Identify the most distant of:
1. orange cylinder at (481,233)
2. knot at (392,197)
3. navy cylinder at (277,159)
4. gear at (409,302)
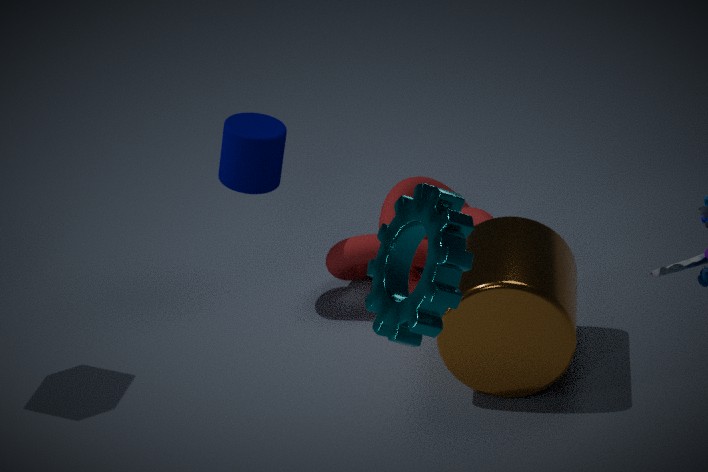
knot at (392,197)
